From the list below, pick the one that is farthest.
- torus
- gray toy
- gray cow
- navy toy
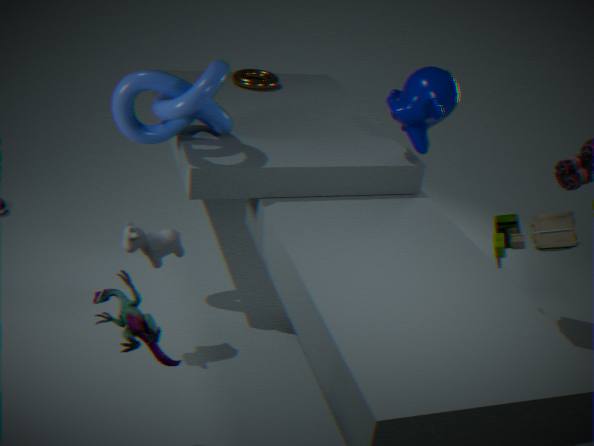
torus
